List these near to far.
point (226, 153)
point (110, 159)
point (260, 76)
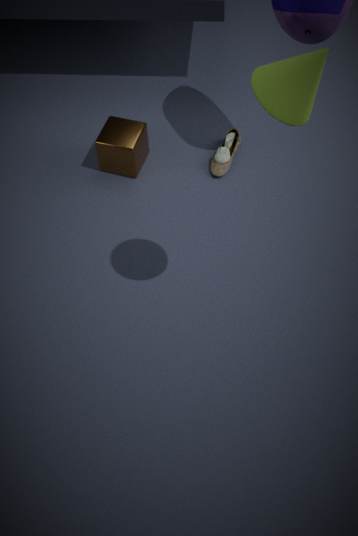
point (260, 76) → point (110, 159) → point (226, 153)
